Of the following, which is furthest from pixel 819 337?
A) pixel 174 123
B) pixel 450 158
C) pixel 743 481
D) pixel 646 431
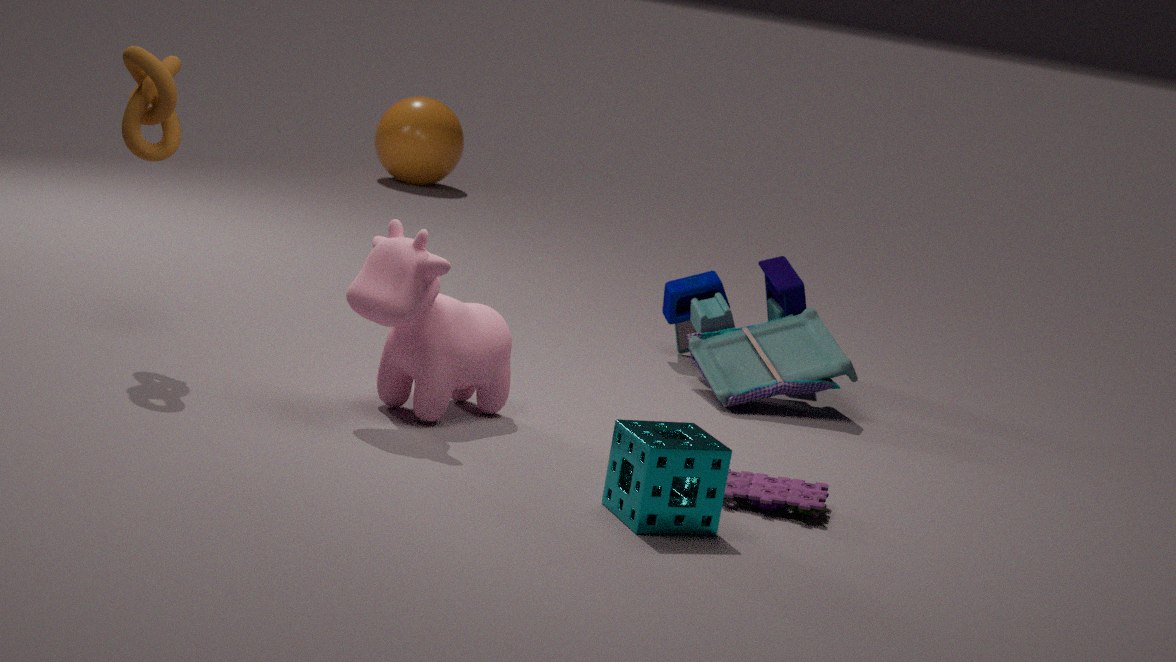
pixel 450 158
